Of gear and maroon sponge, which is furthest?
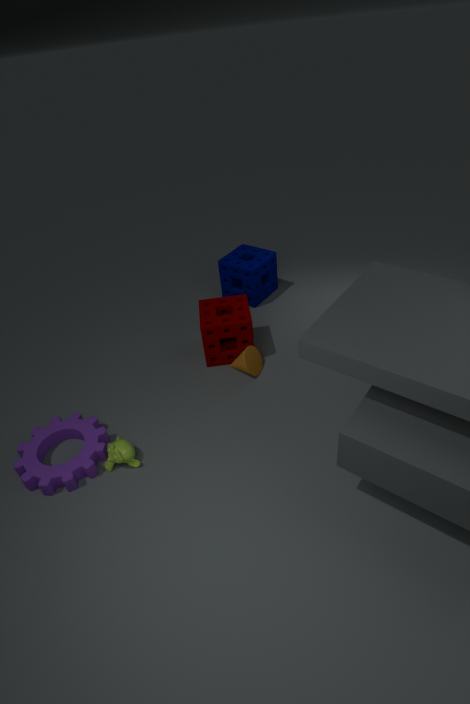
maroon sponge
